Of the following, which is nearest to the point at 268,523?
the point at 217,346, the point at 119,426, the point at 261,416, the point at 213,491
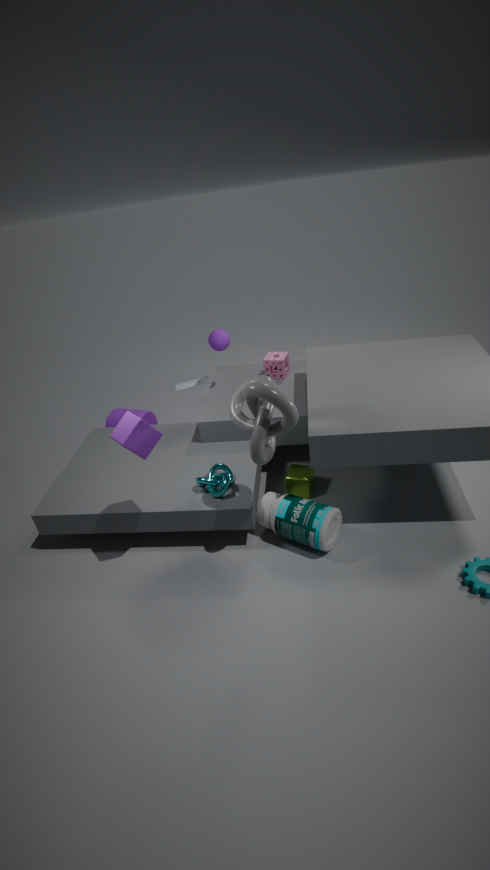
the point at 213,491
